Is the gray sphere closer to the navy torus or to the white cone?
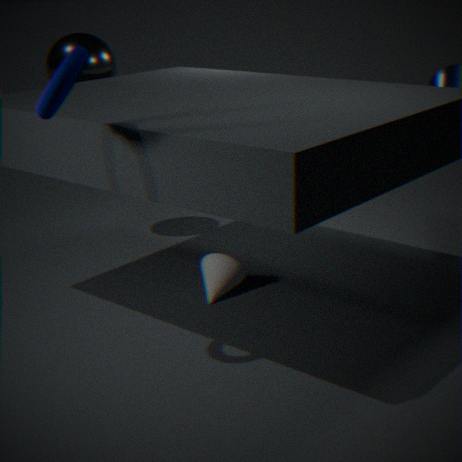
the white cone
